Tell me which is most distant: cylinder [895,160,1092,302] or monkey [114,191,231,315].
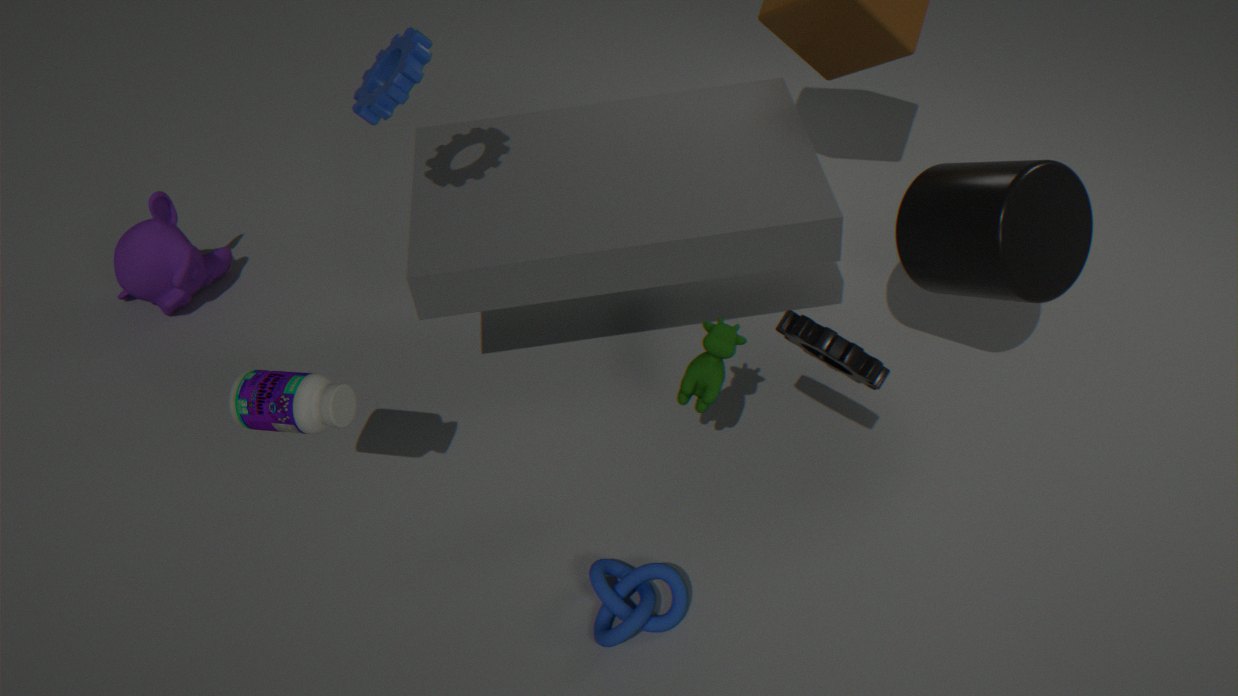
monkey [114,191,231,315]
